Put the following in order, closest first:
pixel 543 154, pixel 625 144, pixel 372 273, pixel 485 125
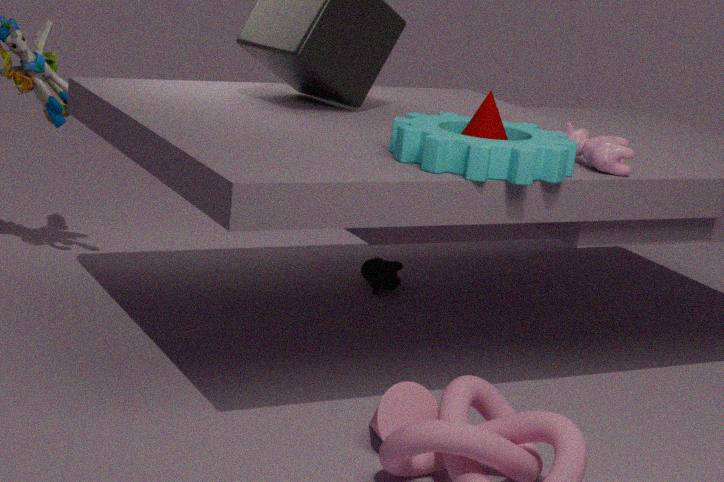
pixel 543 154
pixel 485 125
pixel 625 144
pixel 372 273
